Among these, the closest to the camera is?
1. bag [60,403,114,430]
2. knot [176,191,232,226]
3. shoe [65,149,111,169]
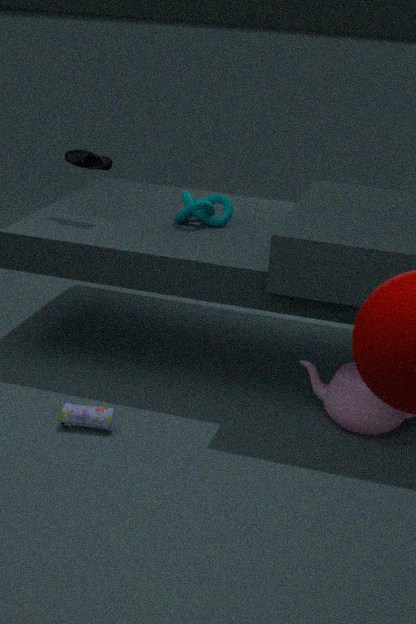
bag [60,403,114,430]
